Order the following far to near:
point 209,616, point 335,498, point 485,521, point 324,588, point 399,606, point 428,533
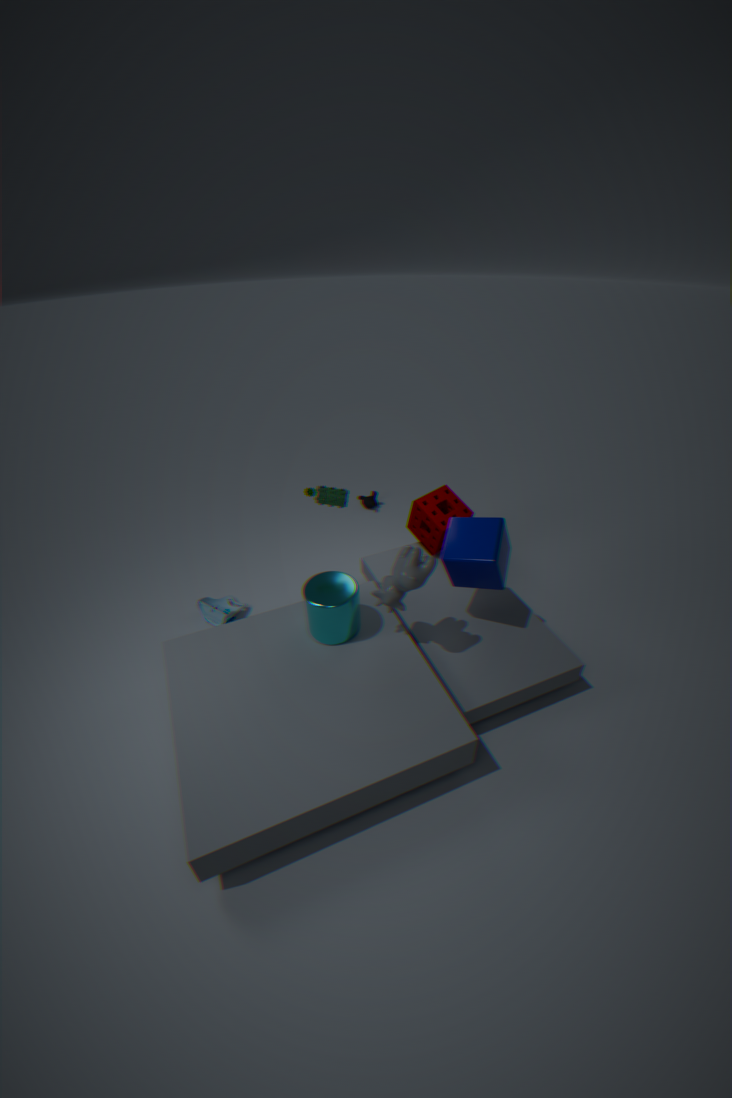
point 428,533 < point 209,616 < point 335,498 < point 485,521 < point 324,588 < point 399,606
